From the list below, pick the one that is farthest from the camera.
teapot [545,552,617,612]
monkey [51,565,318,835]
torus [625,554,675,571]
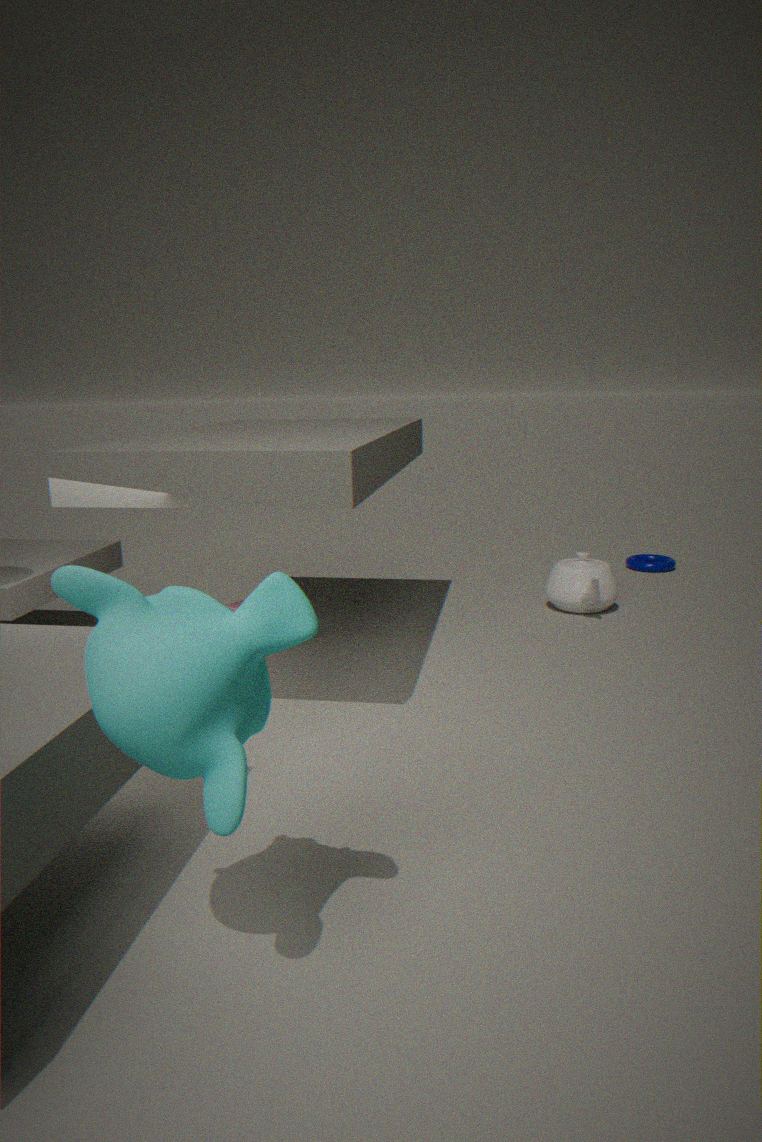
torus [625,554,675,571]
